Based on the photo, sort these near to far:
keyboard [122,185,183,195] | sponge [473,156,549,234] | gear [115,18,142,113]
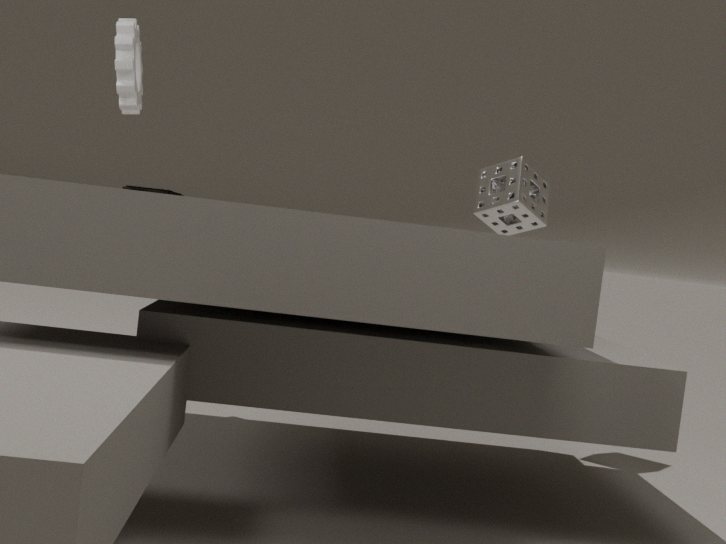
gear [115,18,142,113]
keyboard [122,185,183,195]
sponge [473,156,549,234]
